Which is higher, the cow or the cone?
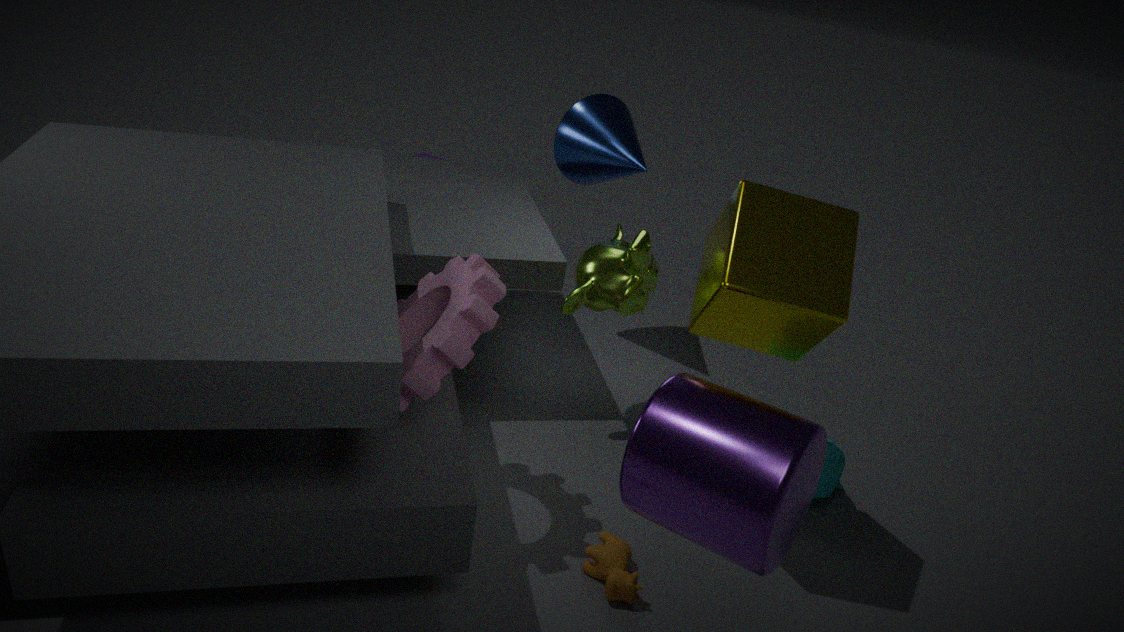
the cone
